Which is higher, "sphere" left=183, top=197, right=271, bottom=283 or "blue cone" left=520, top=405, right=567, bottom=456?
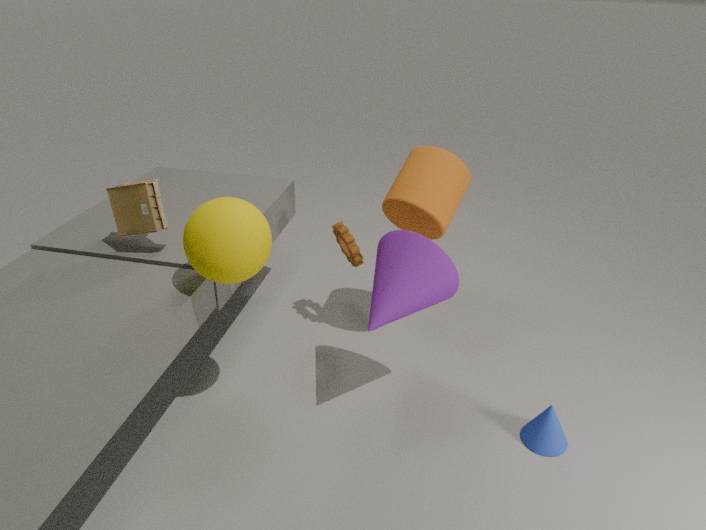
"sphere" left=183, top=197, right=271, bottom=283
